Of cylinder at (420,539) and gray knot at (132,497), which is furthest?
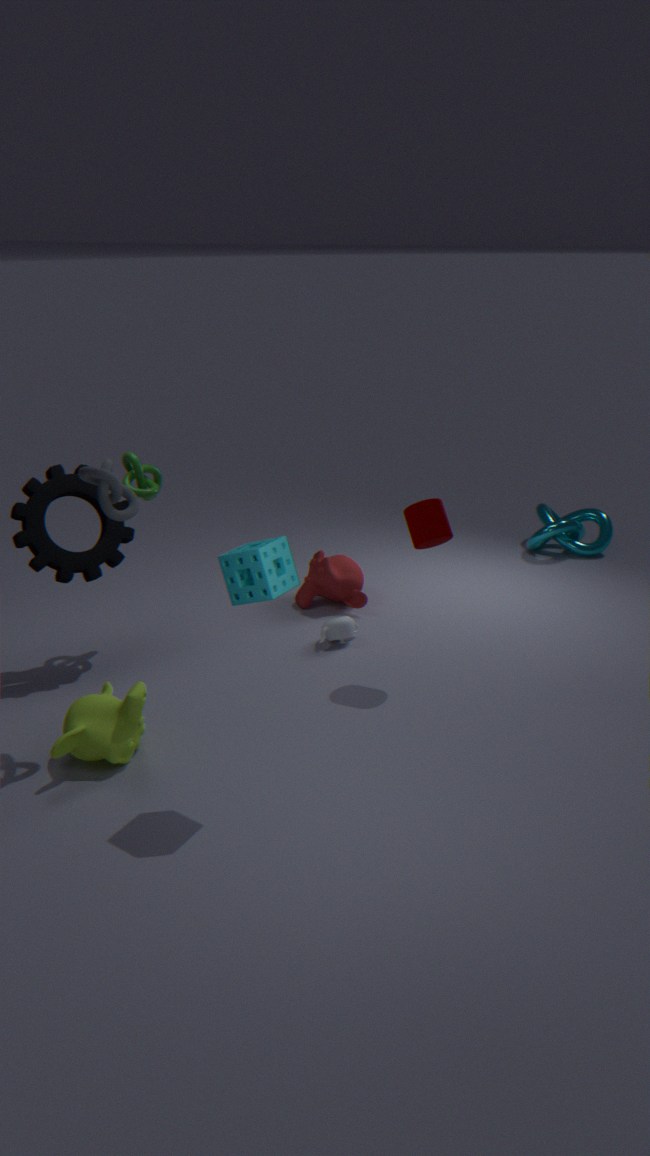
cylinder at (420,539)
